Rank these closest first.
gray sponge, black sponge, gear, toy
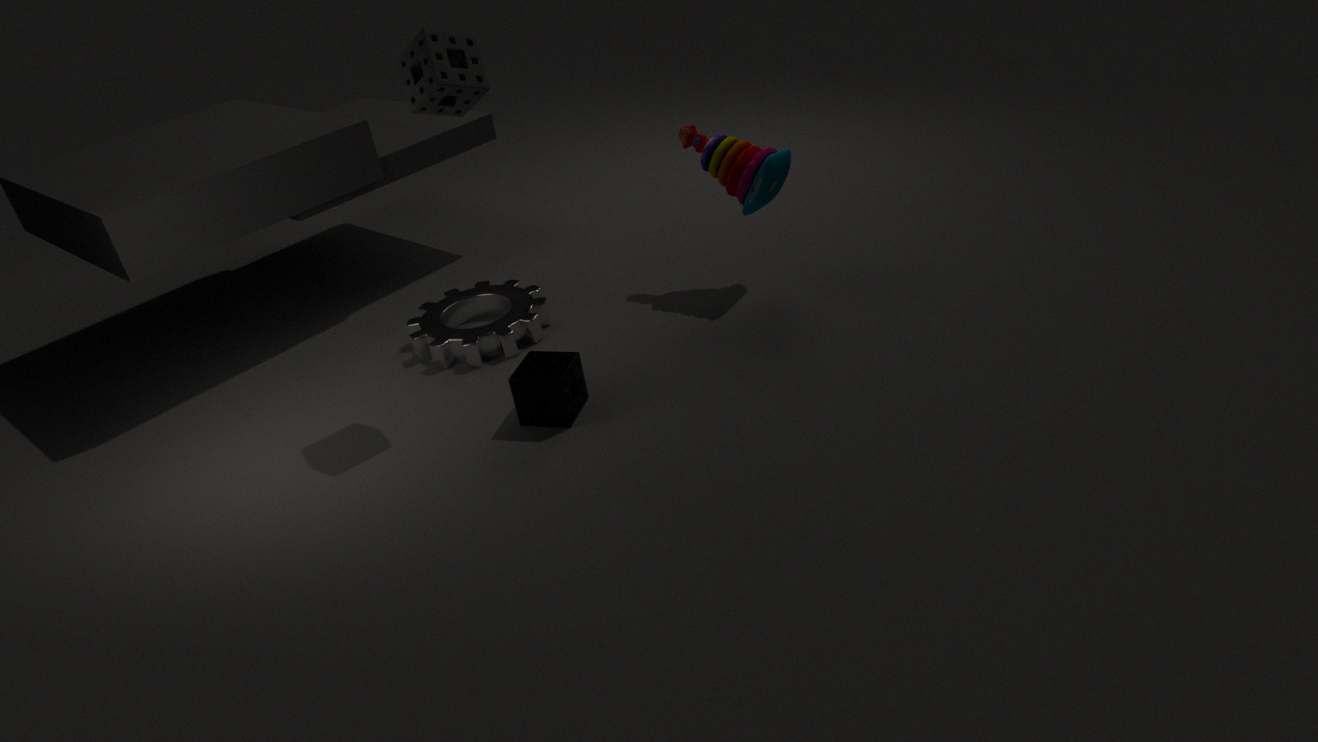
gray sponge → black sponge → toy → gear
